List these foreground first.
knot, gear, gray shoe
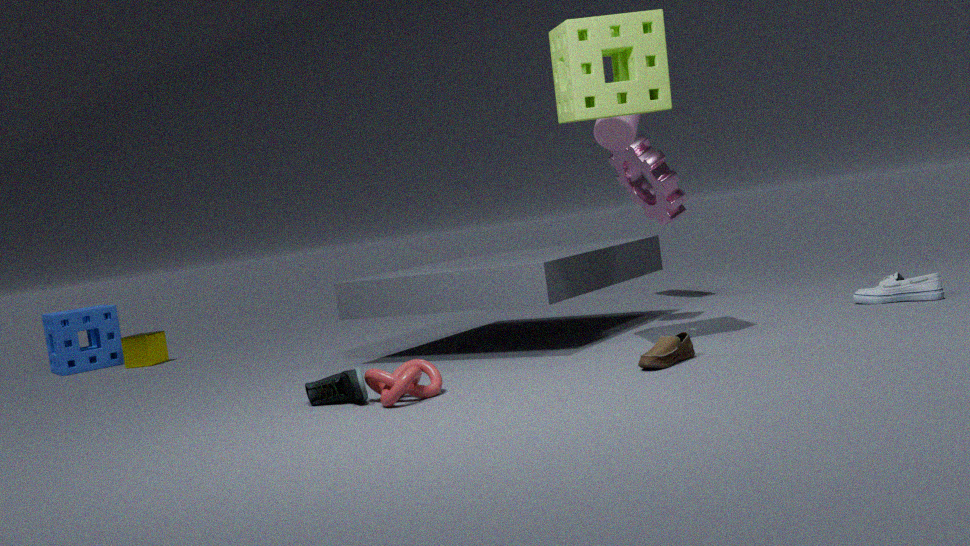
knot < gray shoe < gear
